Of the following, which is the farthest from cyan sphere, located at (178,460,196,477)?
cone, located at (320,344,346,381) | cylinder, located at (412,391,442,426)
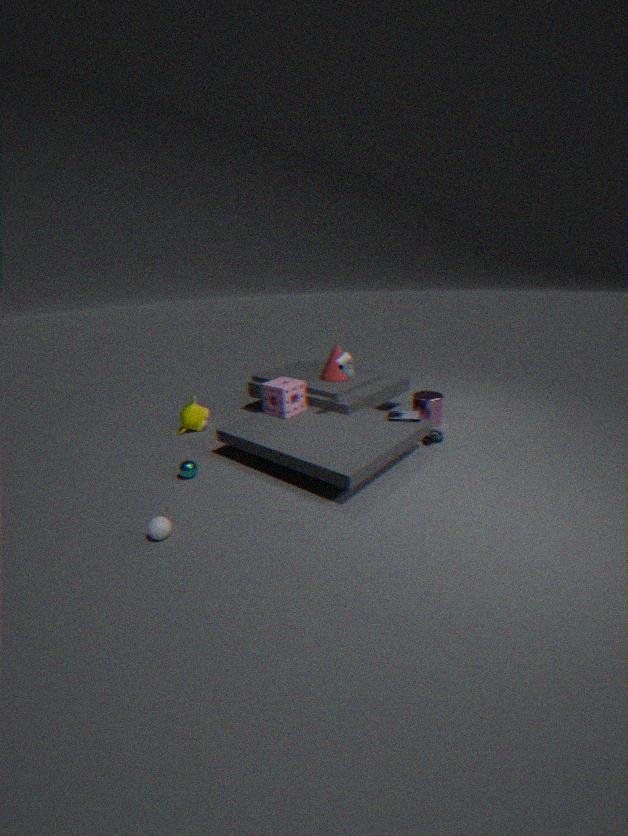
cylinder, located at (412,391,442,426)
